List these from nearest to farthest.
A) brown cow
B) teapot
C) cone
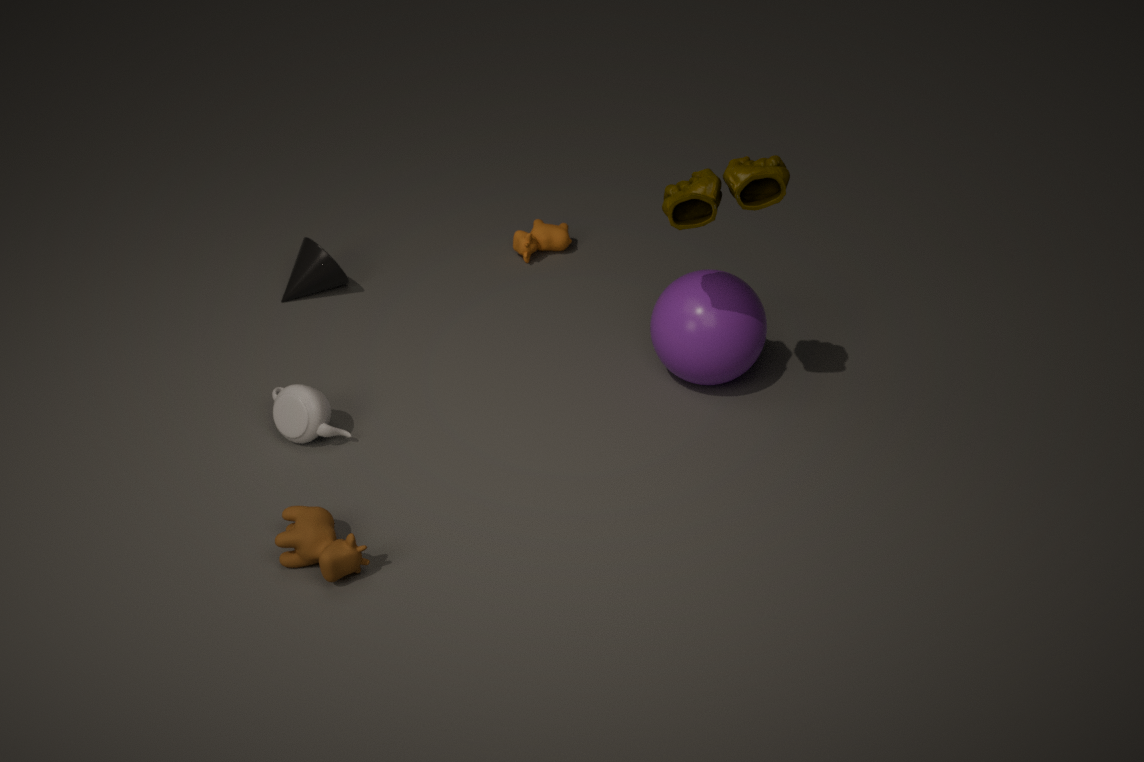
brown cow, teapot, cone
